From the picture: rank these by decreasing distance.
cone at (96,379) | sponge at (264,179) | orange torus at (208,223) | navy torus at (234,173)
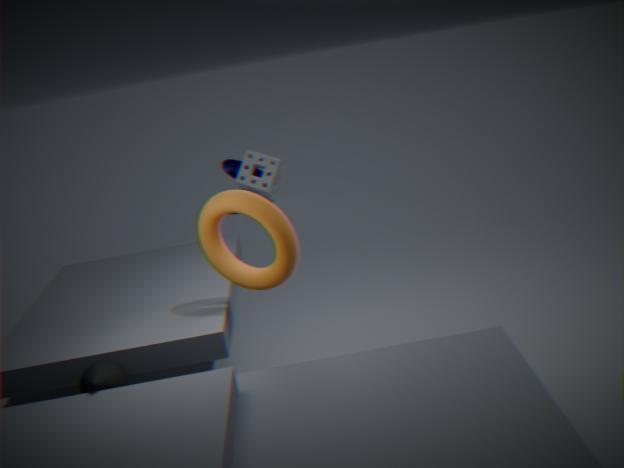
navy torus at (234,173), sponge at (264,179), orange torus at (208,223), cone at (96,379)
